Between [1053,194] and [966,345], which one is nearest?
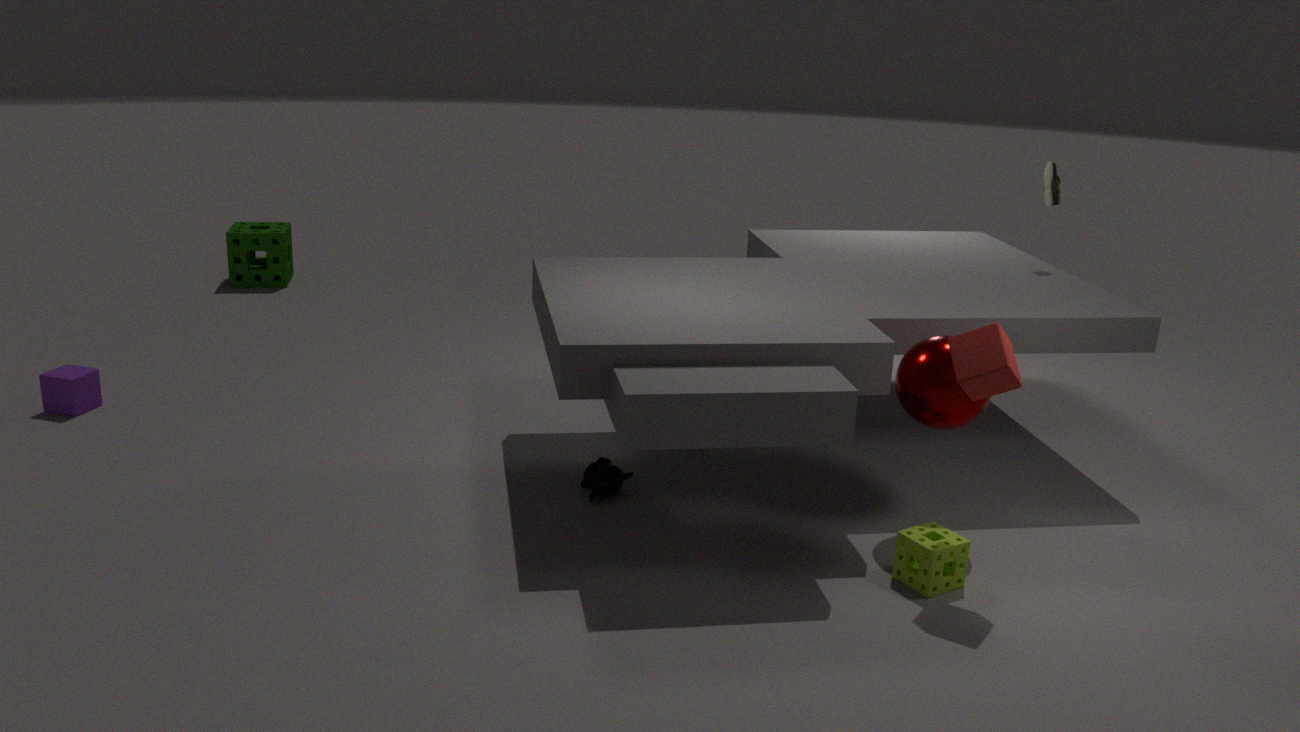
[966,345]
